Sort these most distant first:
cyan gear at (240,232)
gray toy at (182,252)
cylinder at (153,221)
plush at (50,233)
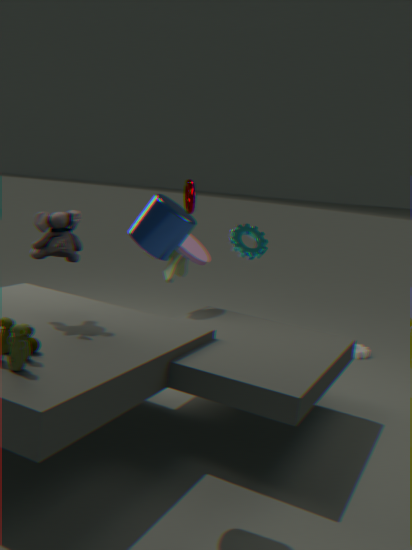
cyan gear at (240,232), gray toy at (182,252), plush at (50,233), cylinder at (153,221)
